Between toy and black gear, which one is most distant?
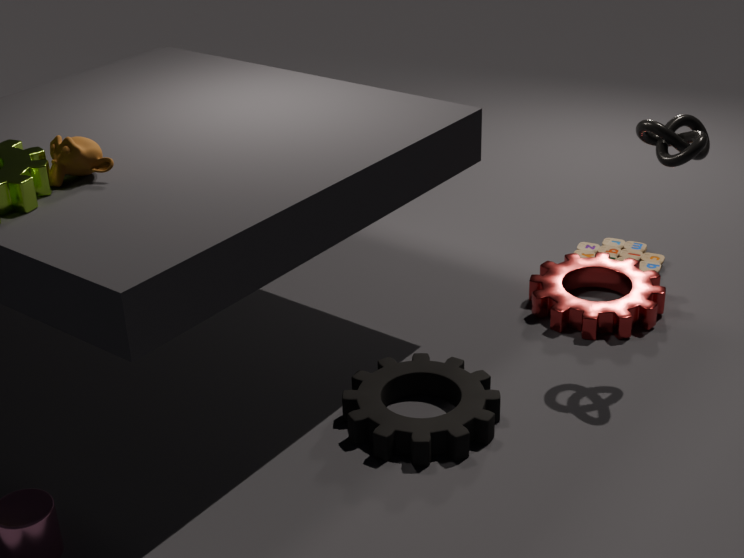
toy
